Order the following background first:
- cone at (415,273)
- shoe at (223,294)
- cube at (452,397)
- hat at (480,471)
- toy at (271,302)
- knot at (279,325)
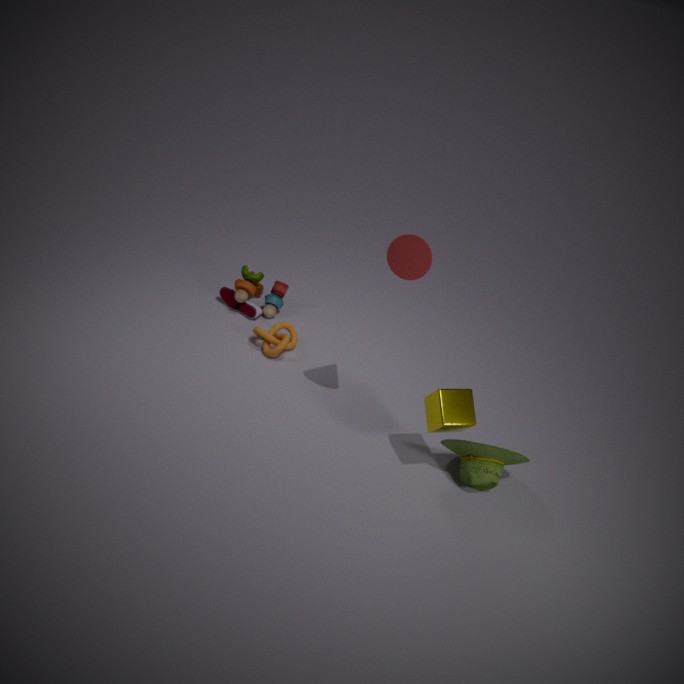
shoe at (223,294)
toy at (271,302)
knot at (279,325)
hat at (480,471)
cube at (452,397)
cone at (415,273)
